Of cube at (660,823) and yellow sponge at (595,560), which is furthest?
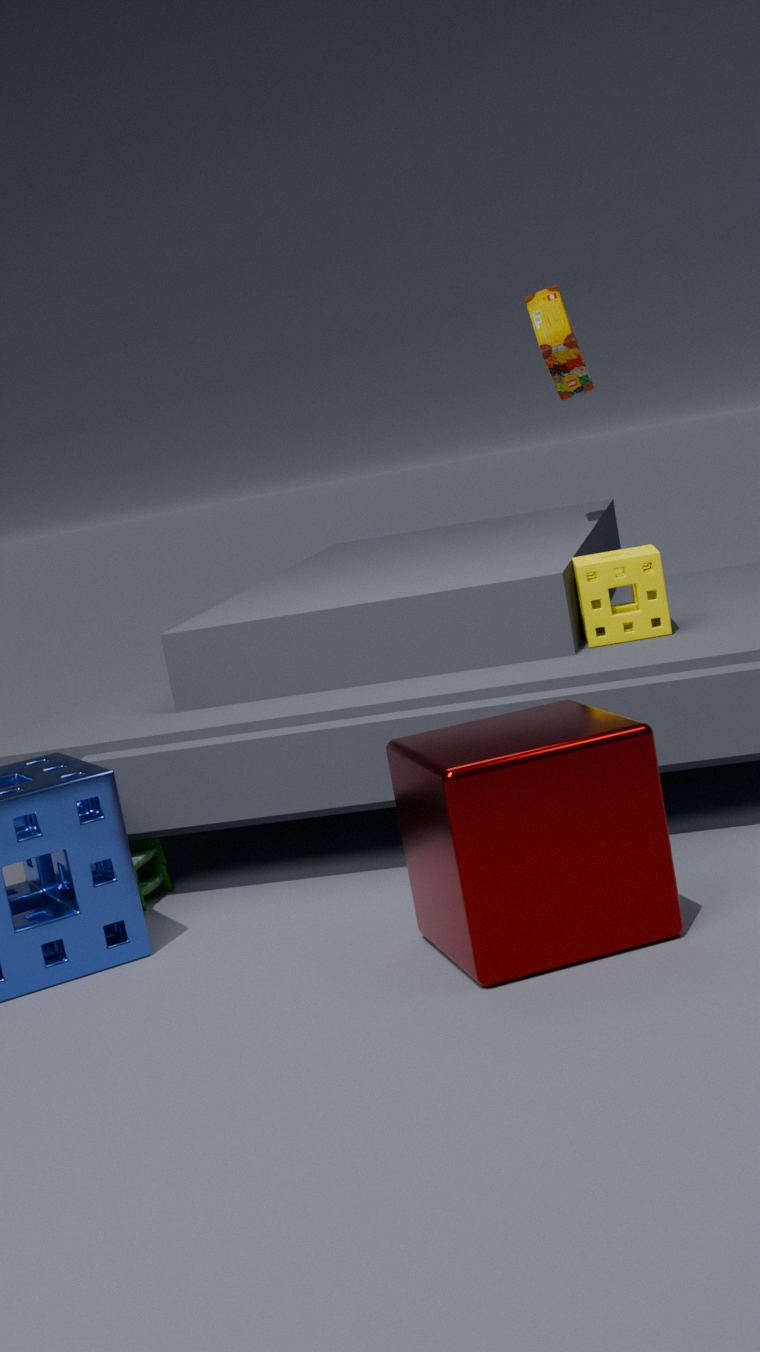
yellow sponge at (595,560)
